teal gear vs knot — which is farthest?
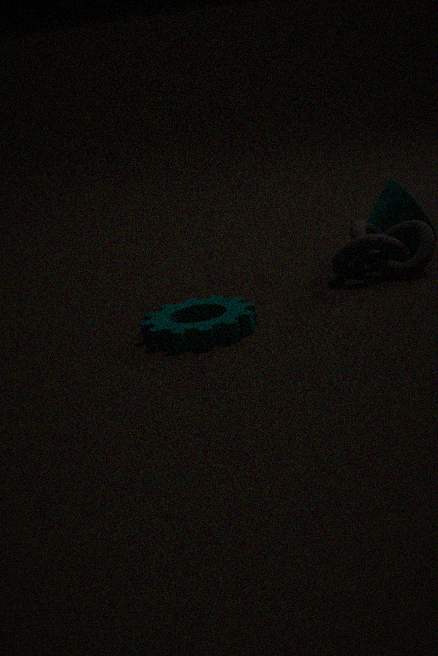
knot
